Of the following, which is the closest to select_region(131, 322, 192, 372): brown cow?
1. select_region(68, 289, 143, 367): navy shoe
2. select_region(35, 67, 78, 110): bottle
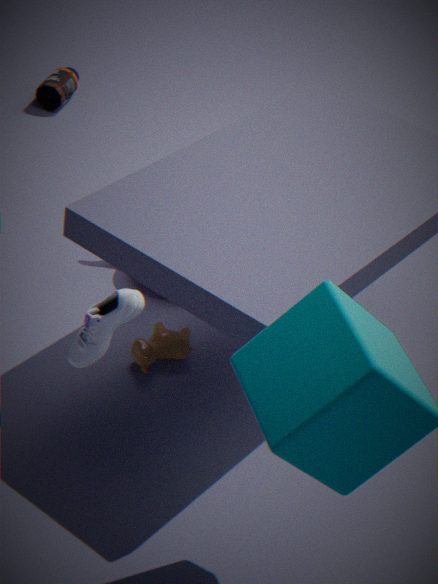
select_region(68, 289, 143, 367): navy shoe
